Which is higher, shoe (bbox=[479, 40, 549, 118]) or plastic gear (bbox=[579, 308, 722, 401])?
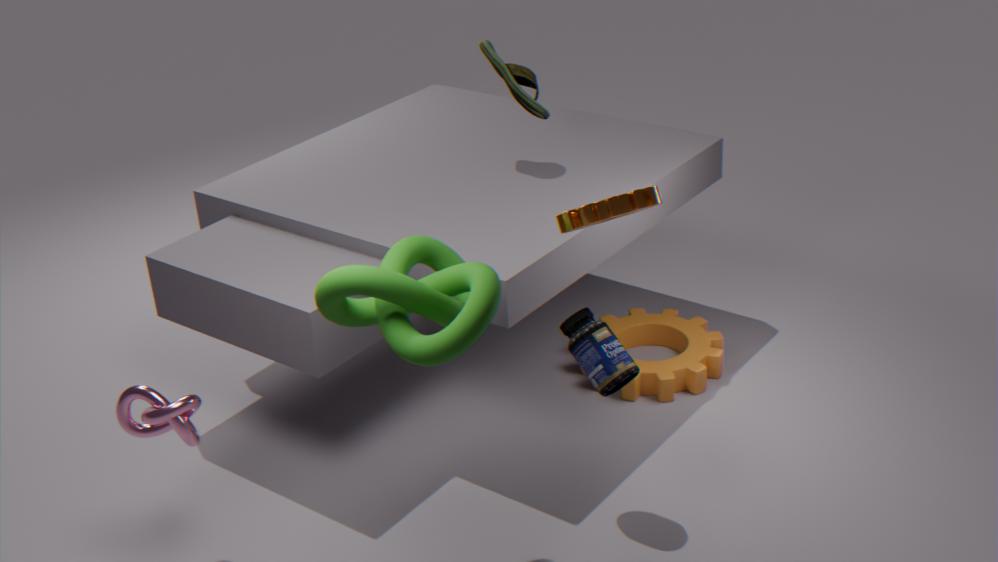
shoe (bbox=[479, 40, 549, 118])
